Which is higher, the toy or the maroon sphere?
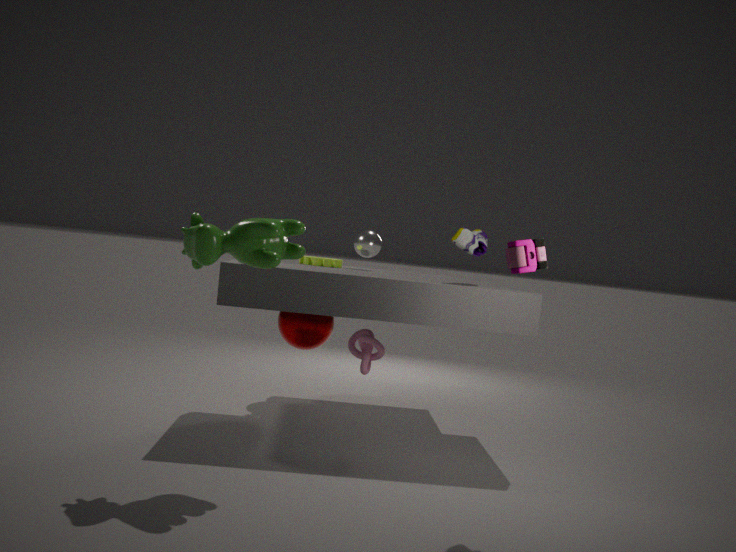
the toy
